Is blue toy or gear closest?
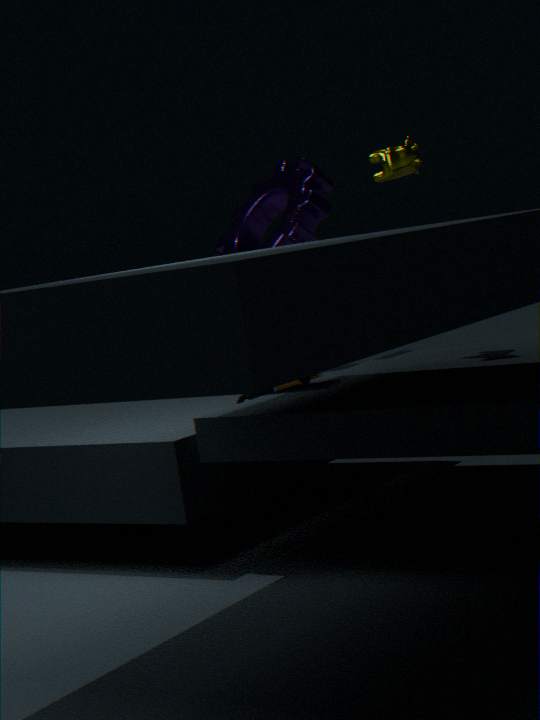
blue toy
